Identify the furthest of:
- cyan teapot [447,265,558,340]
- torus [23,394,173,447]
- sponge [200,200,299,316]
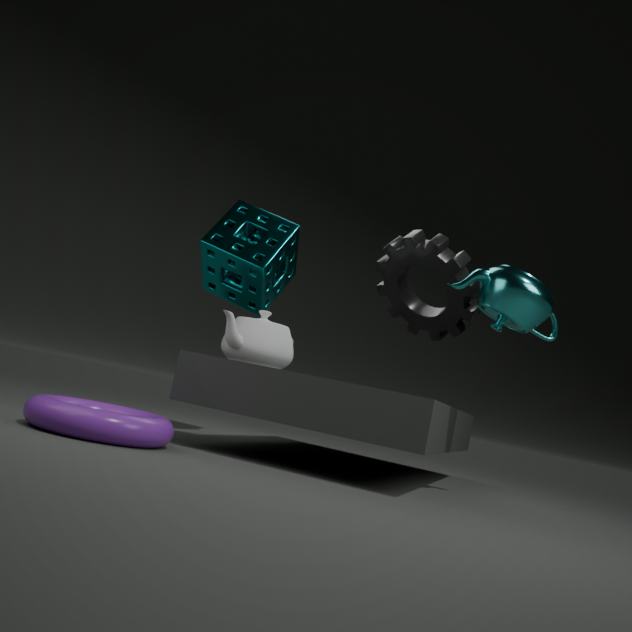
sponge [200,200,299,316]
